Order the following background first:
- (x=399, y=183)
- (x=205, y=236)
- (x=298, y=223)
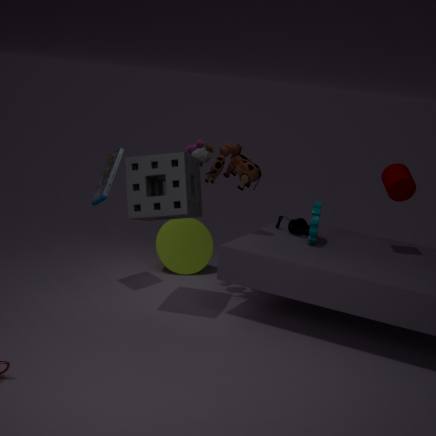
(x=205, y=236) → (x=298, y=223) → (x=399, y=183)
